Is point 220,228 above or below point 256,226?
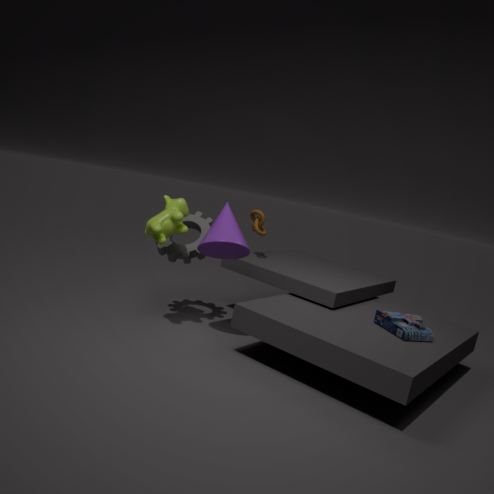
below
